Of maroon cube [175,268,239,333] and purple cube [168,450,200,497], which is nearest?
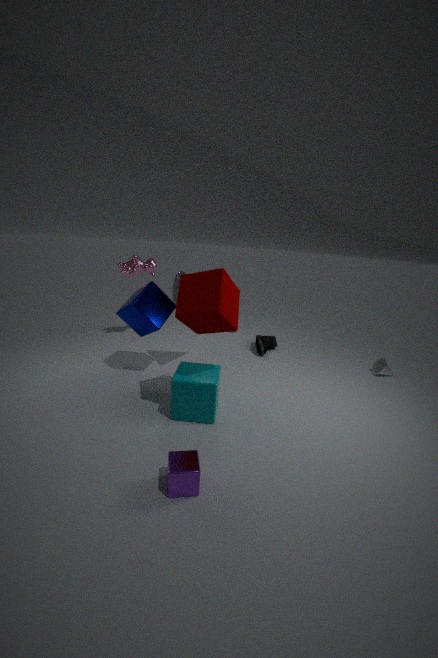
purple cube [168,450,200,497]
